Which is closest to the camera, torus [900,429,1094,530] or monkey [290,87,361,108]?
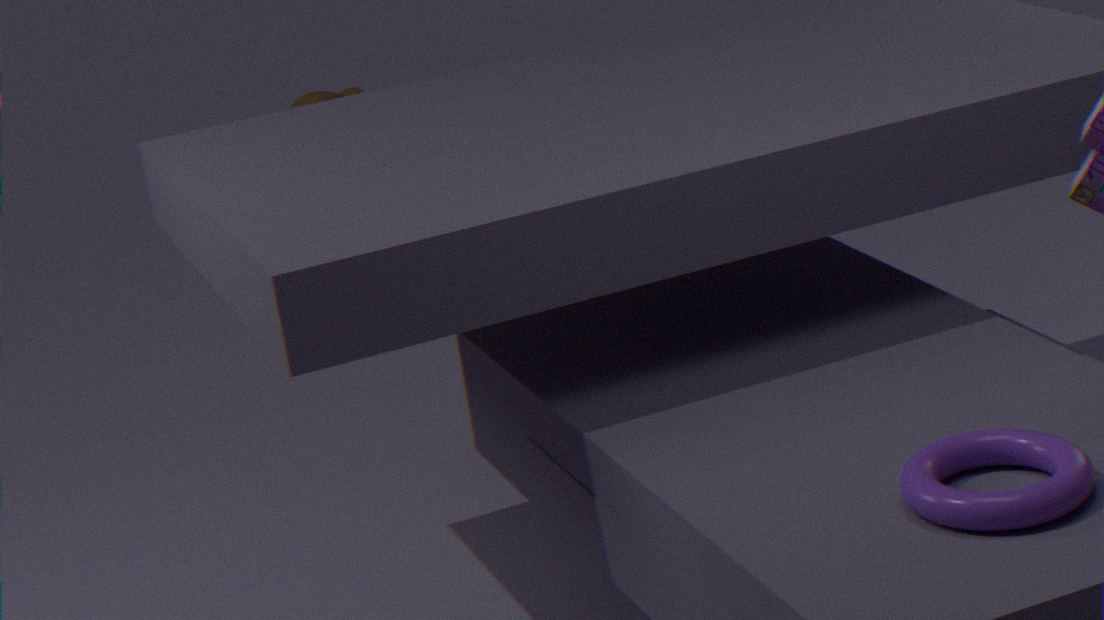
torus [900,429,1094,530]
